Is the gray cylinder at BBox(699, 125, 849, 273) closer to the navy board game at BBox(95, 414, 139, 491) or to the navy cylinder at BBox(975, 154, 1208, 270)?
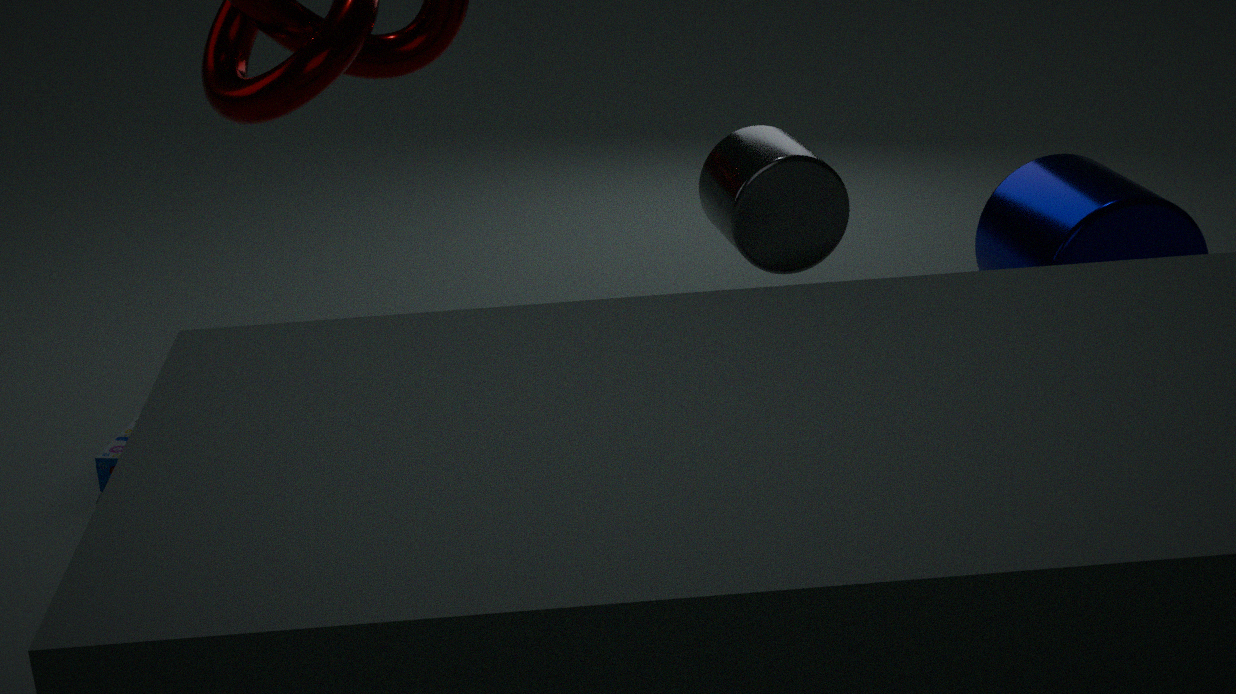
the navy cylinder at BBox(975, 154, 1208, 270)
